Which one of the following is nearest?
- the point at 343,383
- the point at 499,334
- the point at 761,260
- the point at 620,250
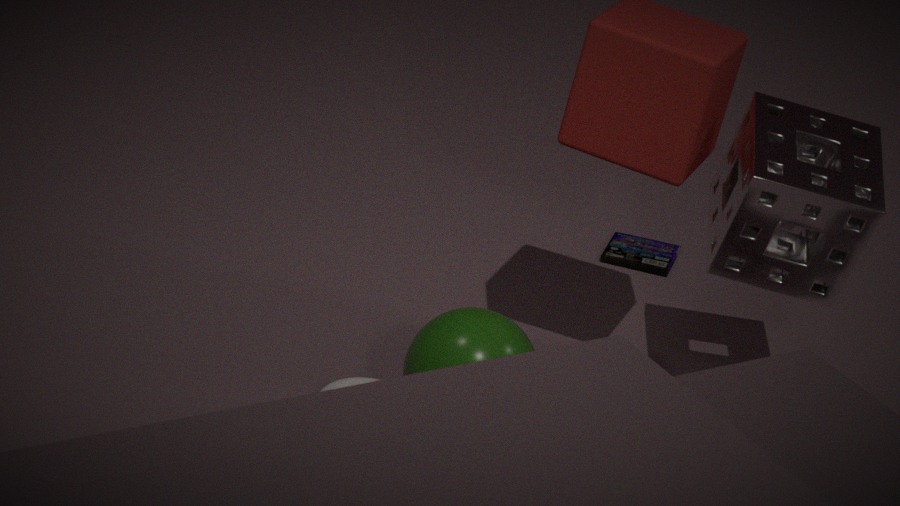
the point at 499,334
